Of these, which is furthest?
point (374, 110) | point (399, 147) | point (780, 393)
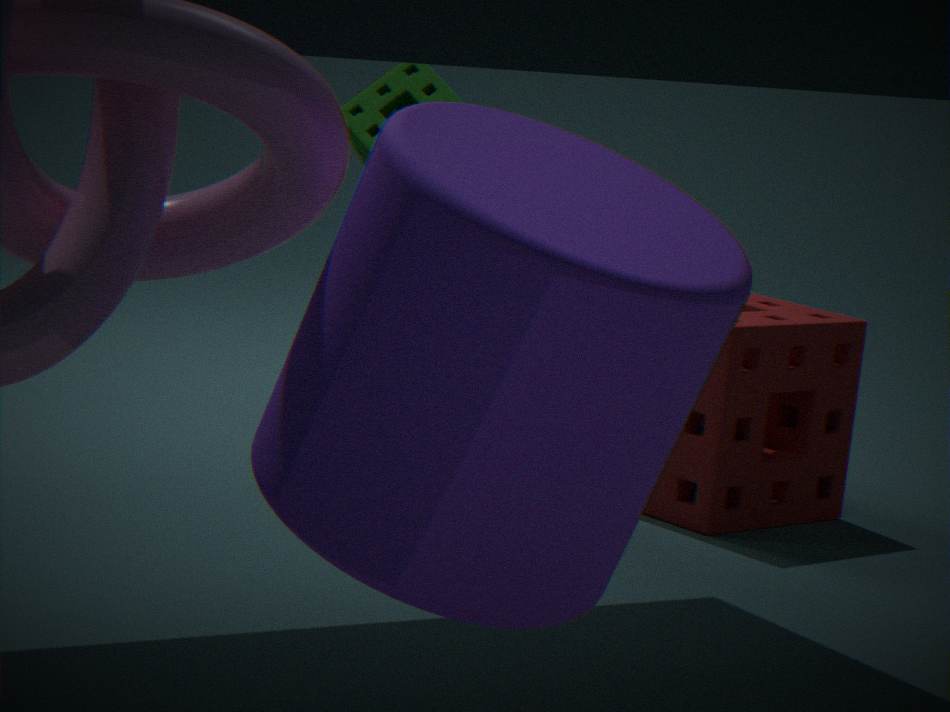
point (780, 393)
